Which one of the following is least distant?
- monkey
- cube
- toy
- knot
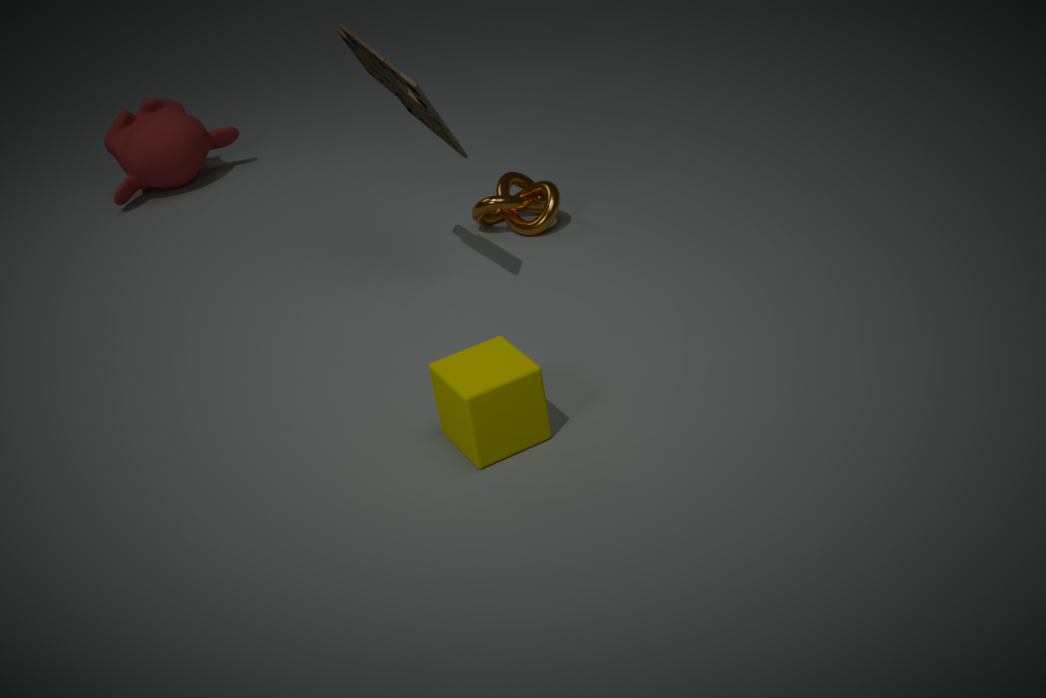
cube
